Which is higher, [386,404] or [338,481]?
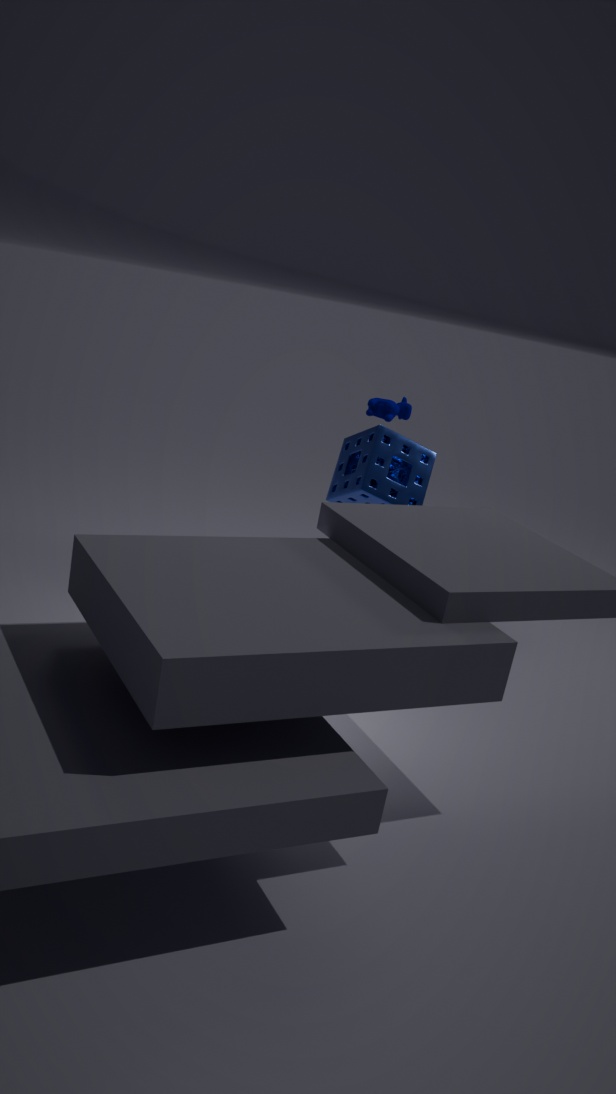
[386,404]
